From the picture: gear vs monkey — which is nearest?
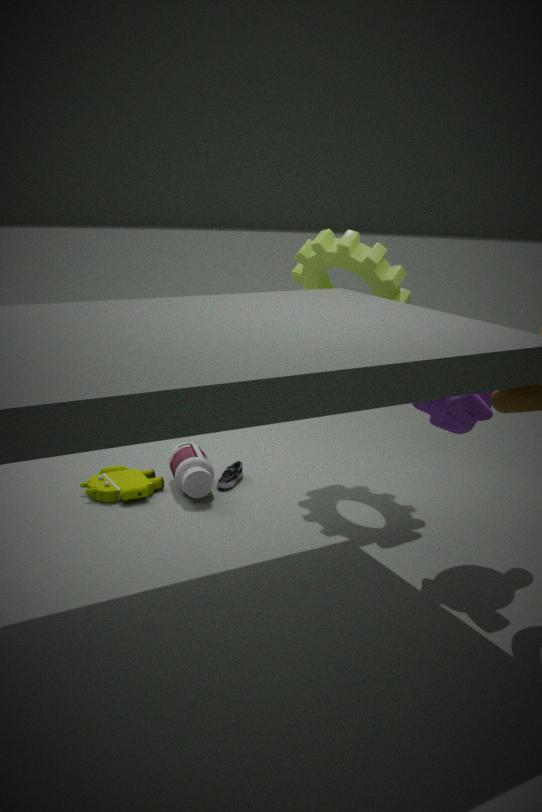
monkey
